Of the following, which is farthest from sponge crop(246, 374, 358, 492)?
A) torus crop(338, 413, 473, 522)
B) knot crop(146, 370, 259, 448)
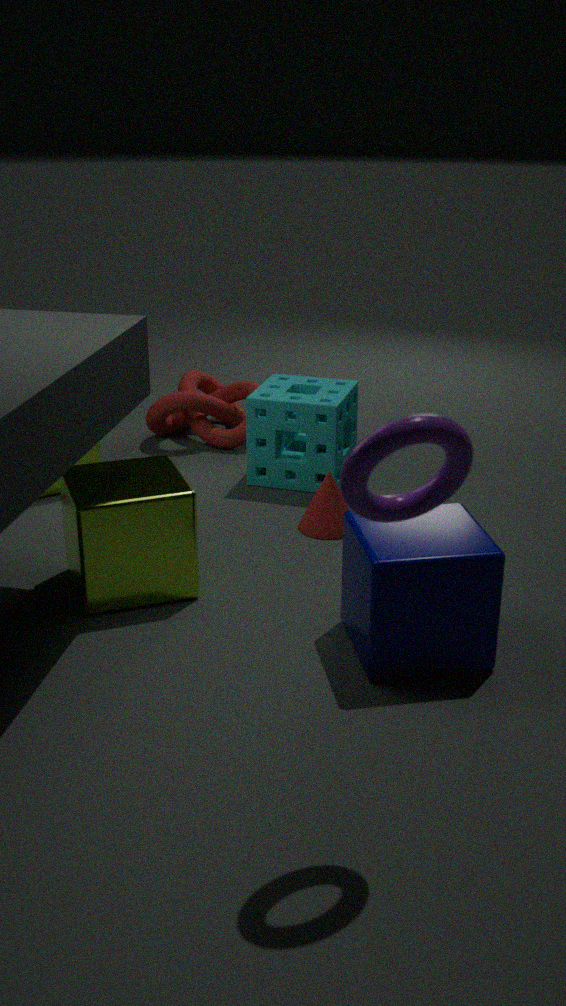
torus crop(338, 413, 473, 522)
